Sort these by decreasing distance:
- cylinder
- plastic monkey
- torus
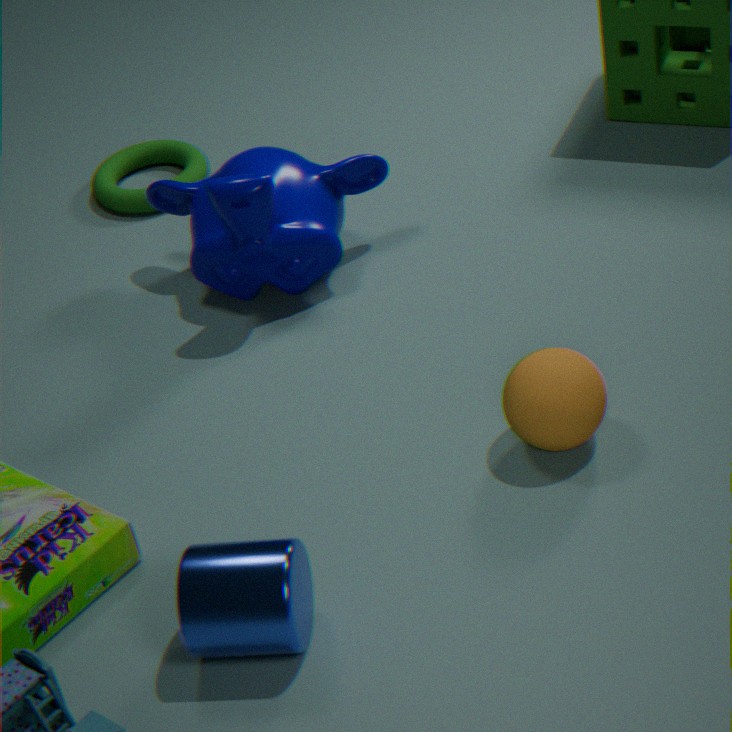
torus → plastic monkey → cylinder
